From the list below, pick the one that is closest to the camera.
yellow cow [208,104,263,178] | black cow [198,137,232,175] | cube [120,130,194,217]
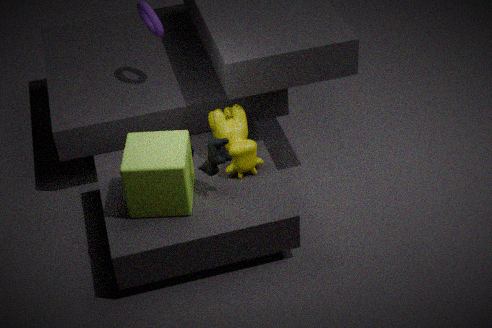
cube [120,130,194,217]
